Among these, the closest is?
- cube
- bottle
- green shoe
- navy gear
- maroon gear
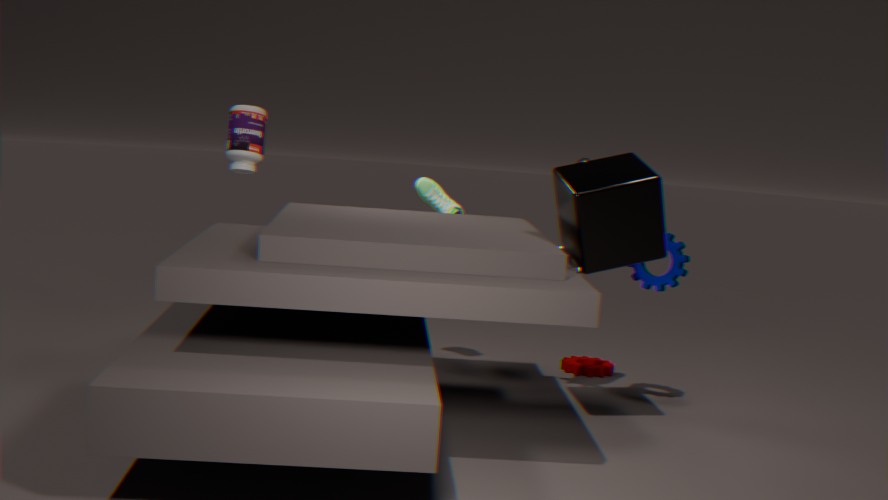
cube
